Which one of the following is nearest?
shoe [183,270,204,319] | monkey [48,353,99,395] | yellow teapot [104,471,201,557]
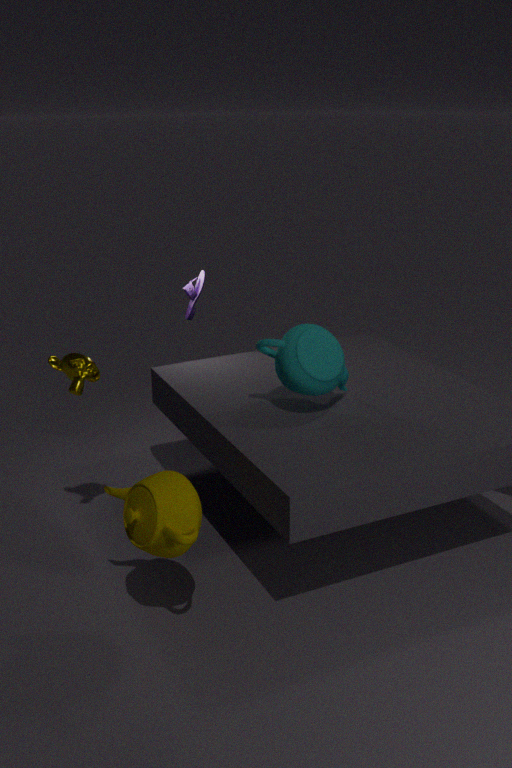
yellow teapot [104,471,201,557]
